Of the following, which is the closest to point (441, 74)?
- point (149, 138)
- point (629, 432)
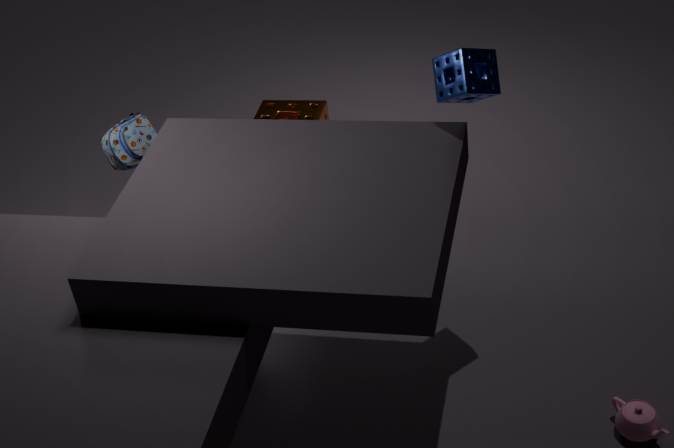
point (629, 432)
